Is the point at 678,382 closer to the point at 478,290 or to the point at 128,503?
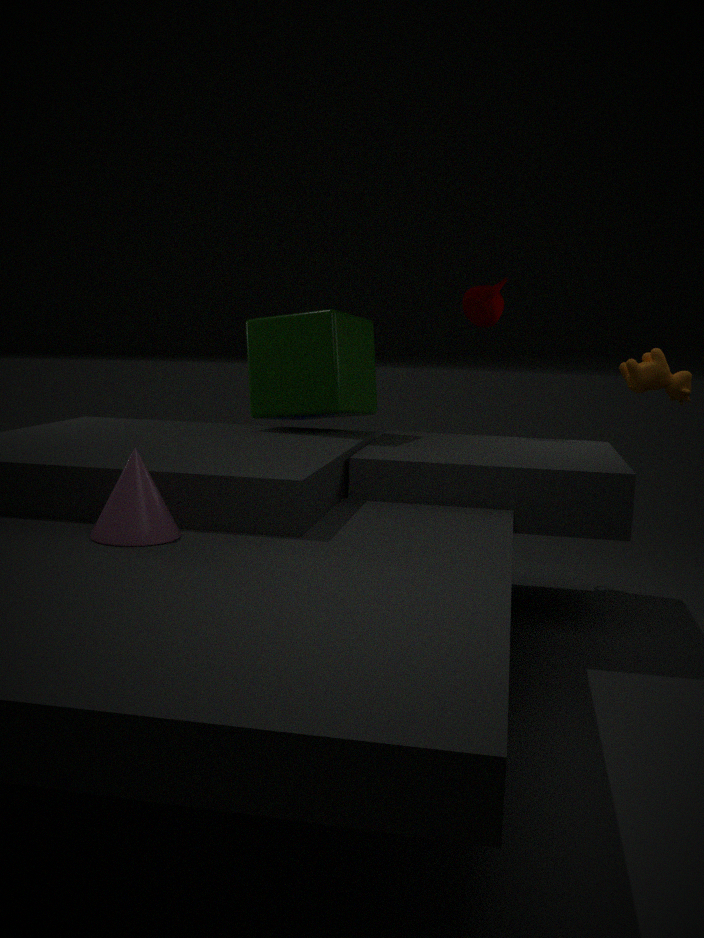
the point at 478,290
